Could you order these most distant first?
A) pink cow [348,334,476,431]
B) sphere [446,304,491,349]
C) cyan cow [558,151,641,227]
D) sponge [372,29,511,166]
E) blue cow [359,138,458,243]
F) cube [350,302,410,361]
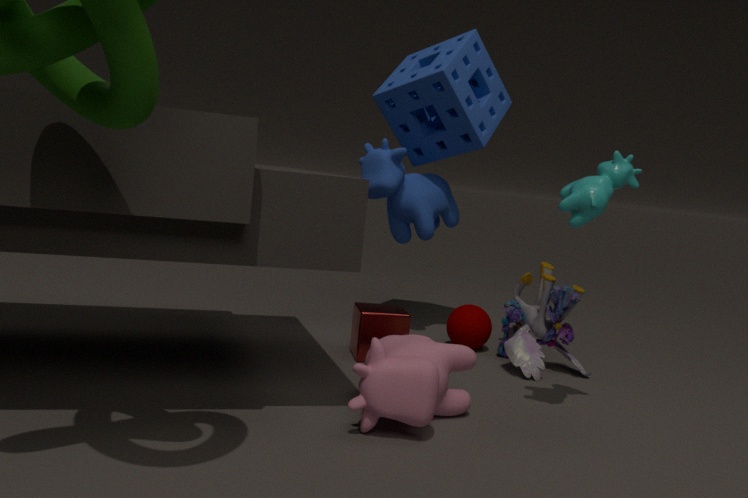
sponge [372,29,511,166], sphere [446,304,491,349], blue cow [359,138,458,243], cube [350,302,410,361], cyan cow [558,151,641,227], pink cow [348,334,476,431]
